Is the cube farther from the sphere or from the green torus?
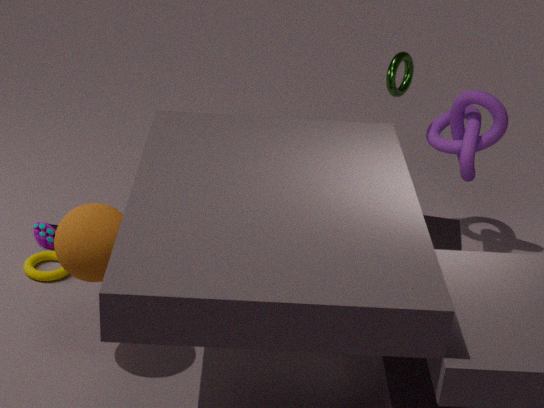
the sphere
